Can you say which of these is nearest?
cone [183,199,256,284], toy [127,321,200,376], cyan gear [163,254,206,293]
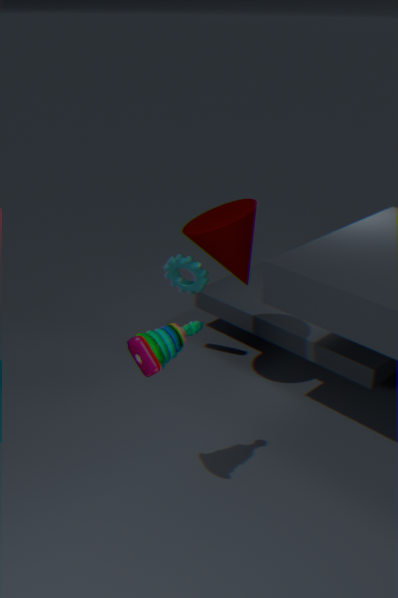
toy [127,321,200,376]
